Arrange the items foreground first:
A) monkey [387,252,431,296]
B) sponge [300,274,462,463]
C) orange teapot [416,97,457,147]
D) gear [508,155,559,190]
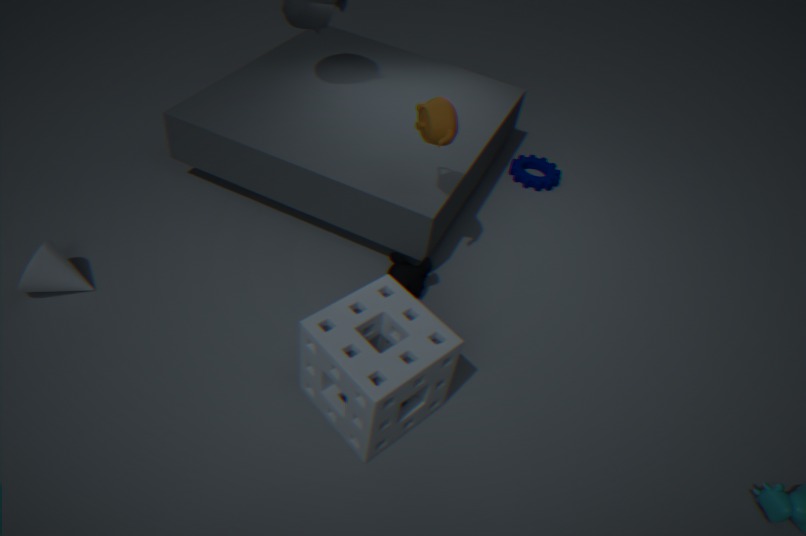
sponge [300,274,462,463]
orange teapot [416,97,457,147]
monkey [387,252,431,296]
gear [508,155,559,190]
